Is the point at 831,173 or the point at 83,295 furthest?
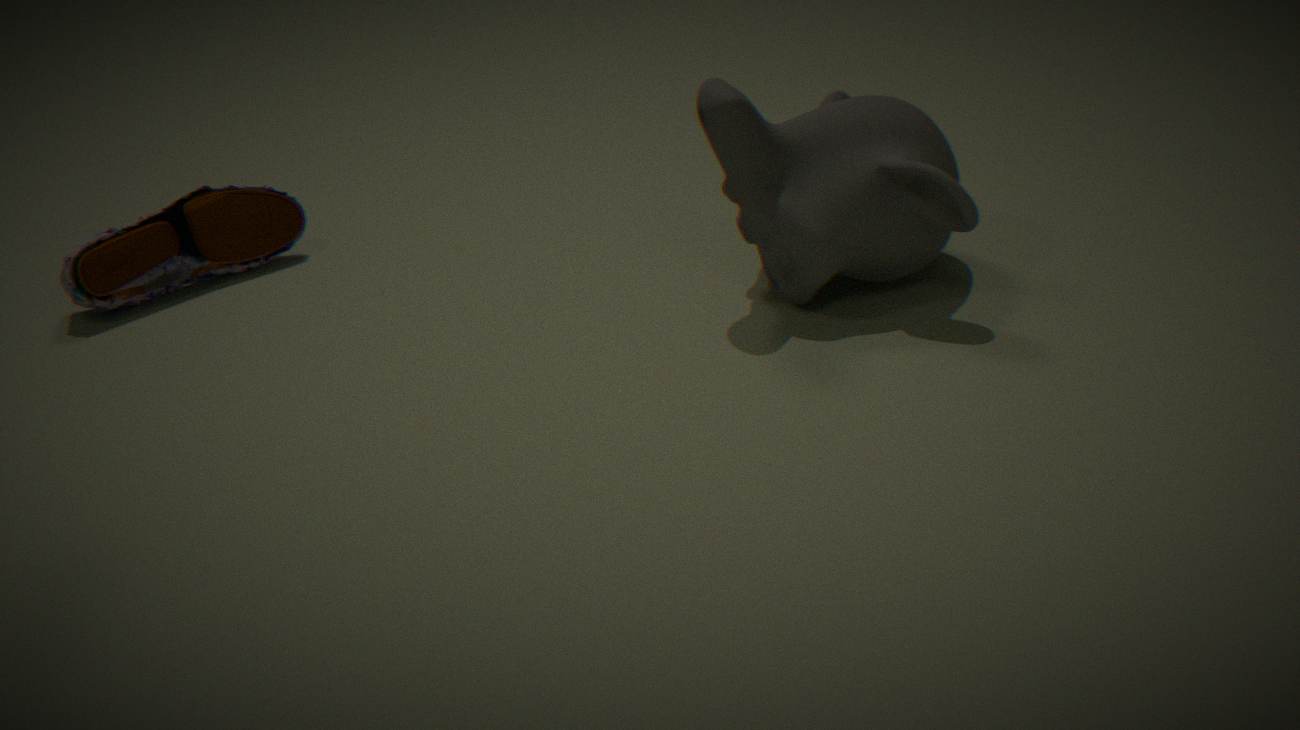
the point at 83,295
